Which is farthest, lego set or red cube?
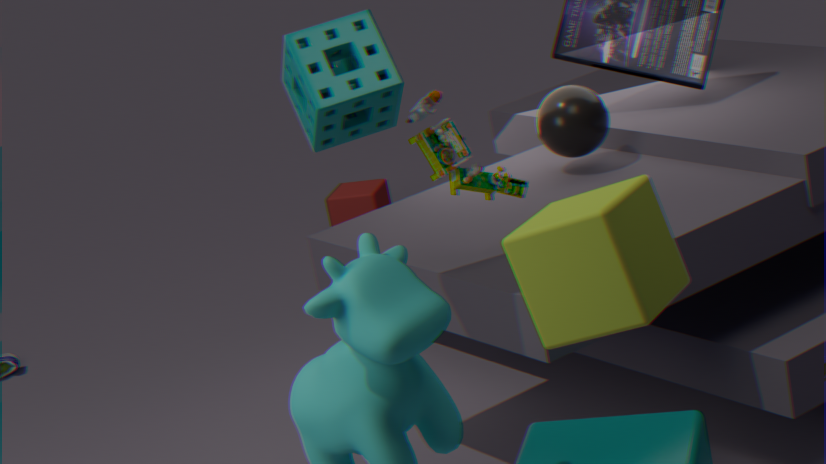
red cube
